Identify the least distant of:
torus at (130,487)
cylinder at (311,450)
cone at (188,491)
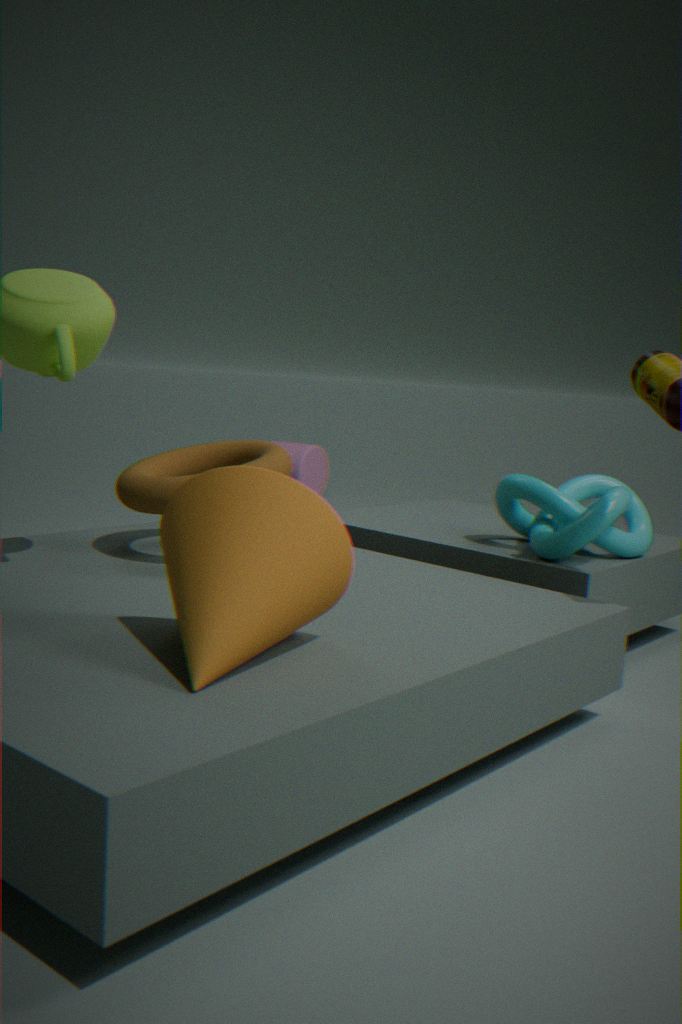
cone at (188,491)
